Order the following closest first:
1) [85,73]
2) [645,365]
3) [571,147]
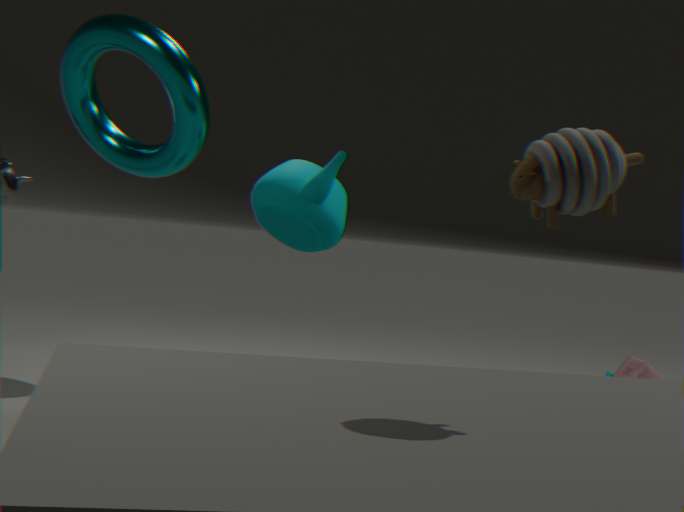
3. [571,147] → 1. [85,73] → 2. [645,365]
